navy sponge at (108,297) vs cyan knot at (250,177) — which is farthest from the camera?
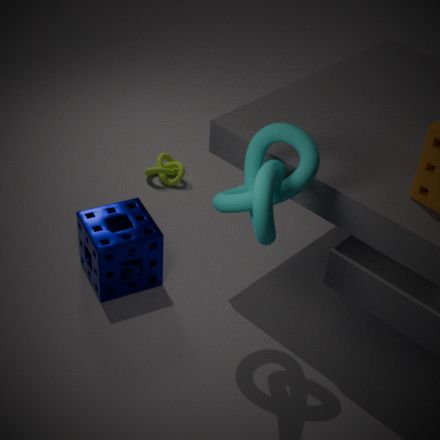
navy sponge at (108,297)
